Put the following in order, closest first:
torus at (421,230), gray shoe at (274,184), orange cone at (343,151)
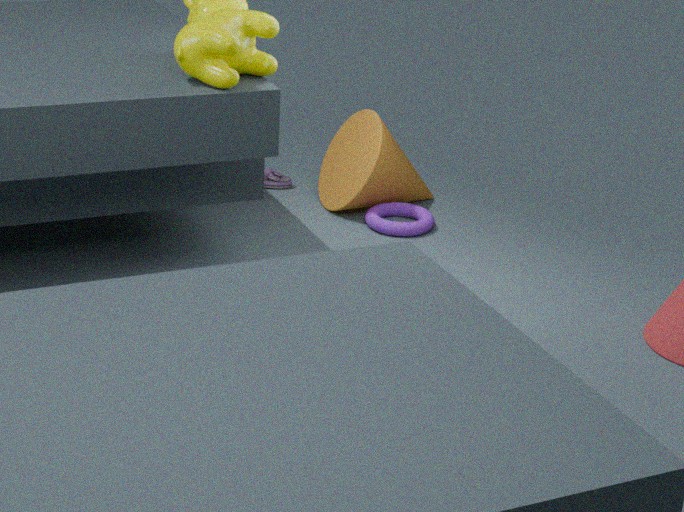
torus at (421,230) → orange cone at (343,151) → gray shoe at (274,184)
